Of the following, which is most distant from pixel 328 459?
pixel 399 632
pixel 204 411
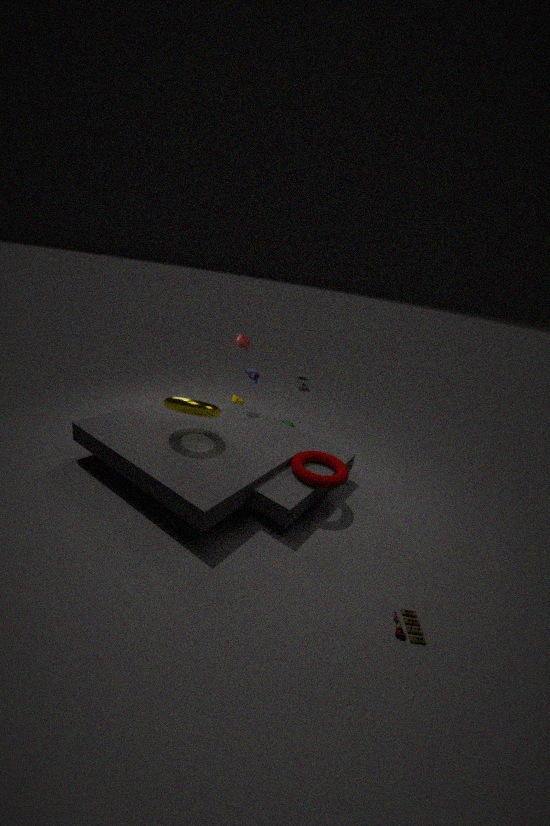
pixel 399 632
